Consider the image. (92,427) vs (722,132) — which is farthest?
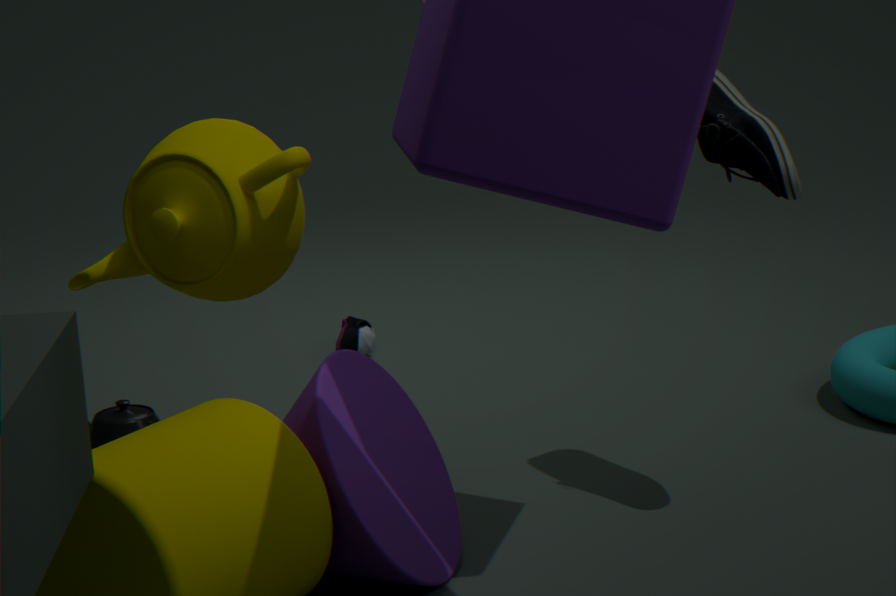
(92,427)
